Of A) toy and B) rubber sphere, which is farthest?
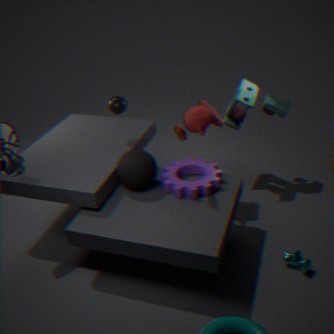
A. toy
